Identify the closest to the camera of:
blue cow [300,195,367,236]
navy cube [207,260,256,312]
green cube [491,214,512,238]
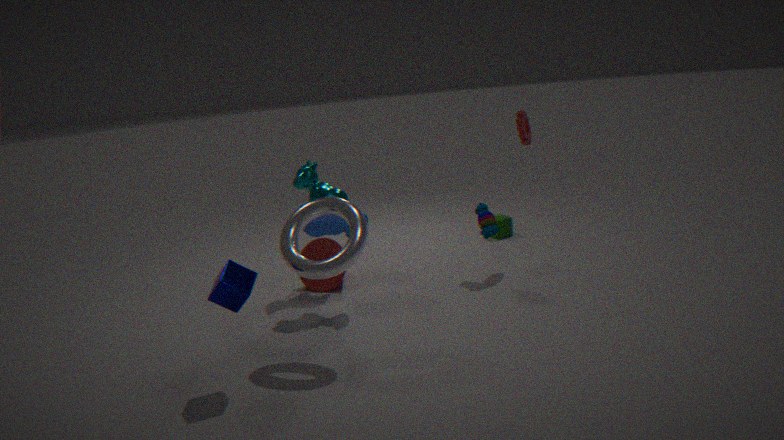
navy cube [207,260,256,312]
